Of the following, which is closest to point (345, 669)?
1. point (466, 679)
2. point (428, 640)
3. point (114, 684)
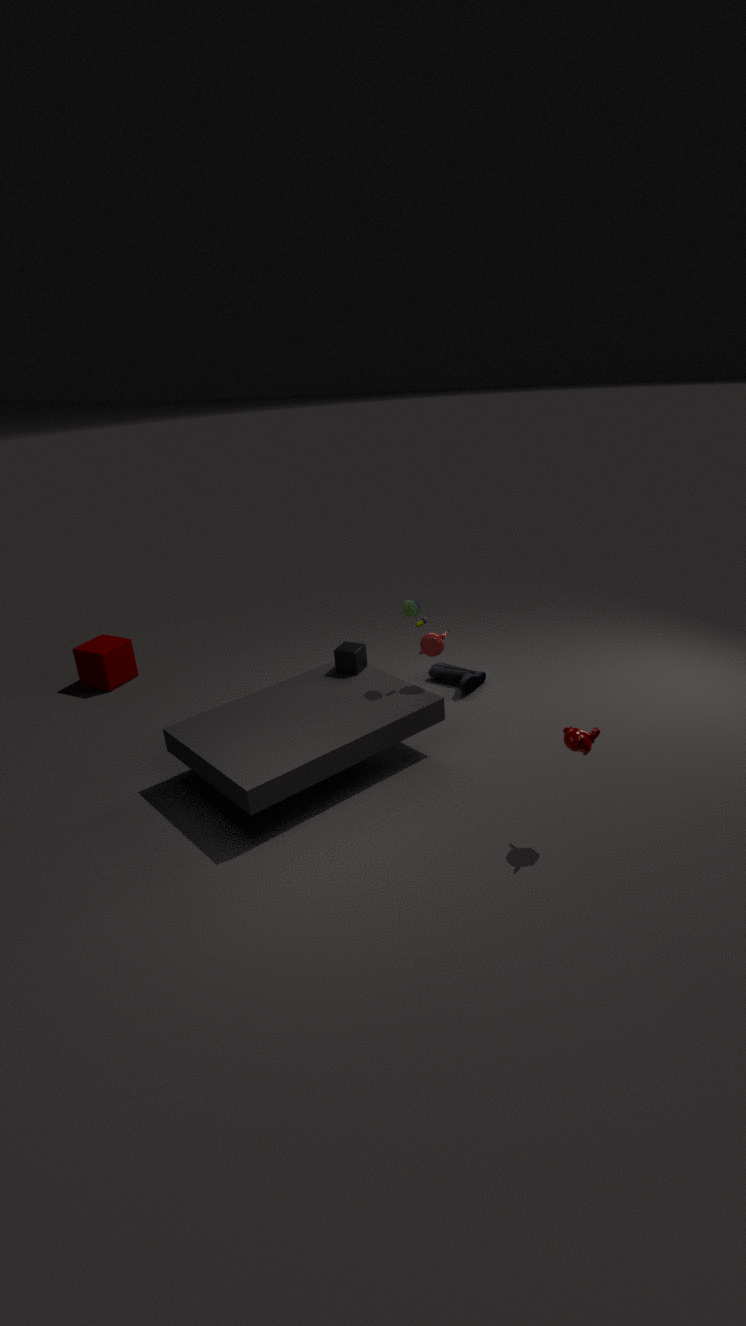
point (428, 640)
